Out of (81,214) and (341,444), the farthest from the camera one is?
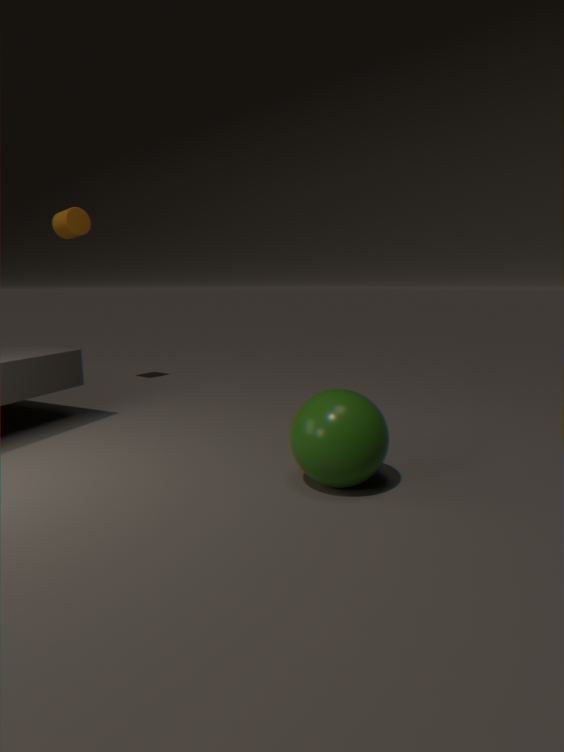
(81,214)
